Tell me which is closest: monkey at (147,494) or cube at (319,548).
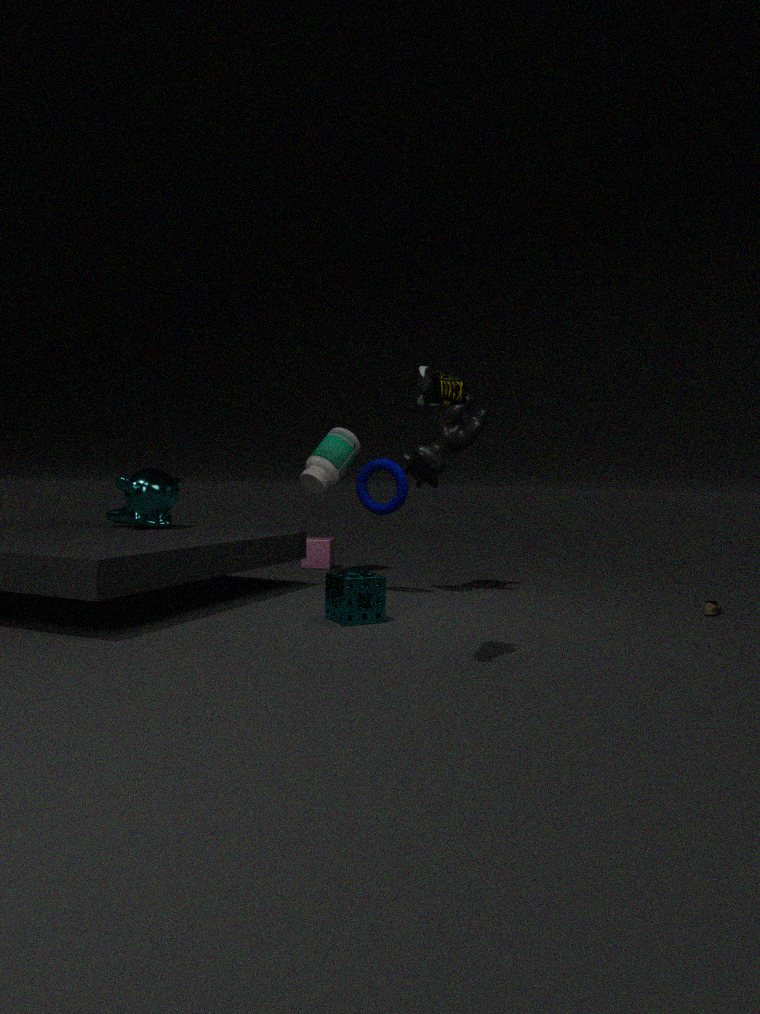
monkey at (147,494)
